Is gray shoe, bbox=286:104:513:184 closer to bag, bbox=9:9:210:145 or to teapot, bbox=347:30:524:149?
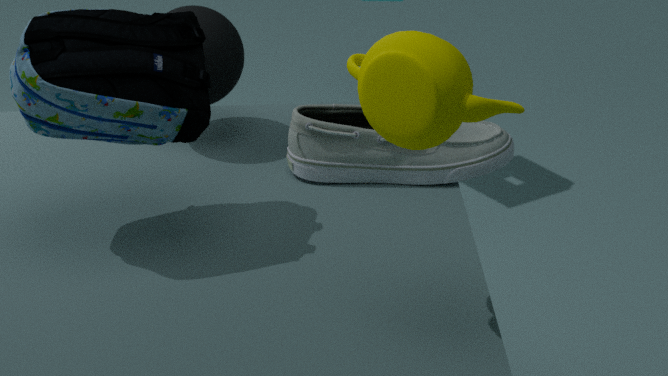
bag, bbox=9:9:210:145
